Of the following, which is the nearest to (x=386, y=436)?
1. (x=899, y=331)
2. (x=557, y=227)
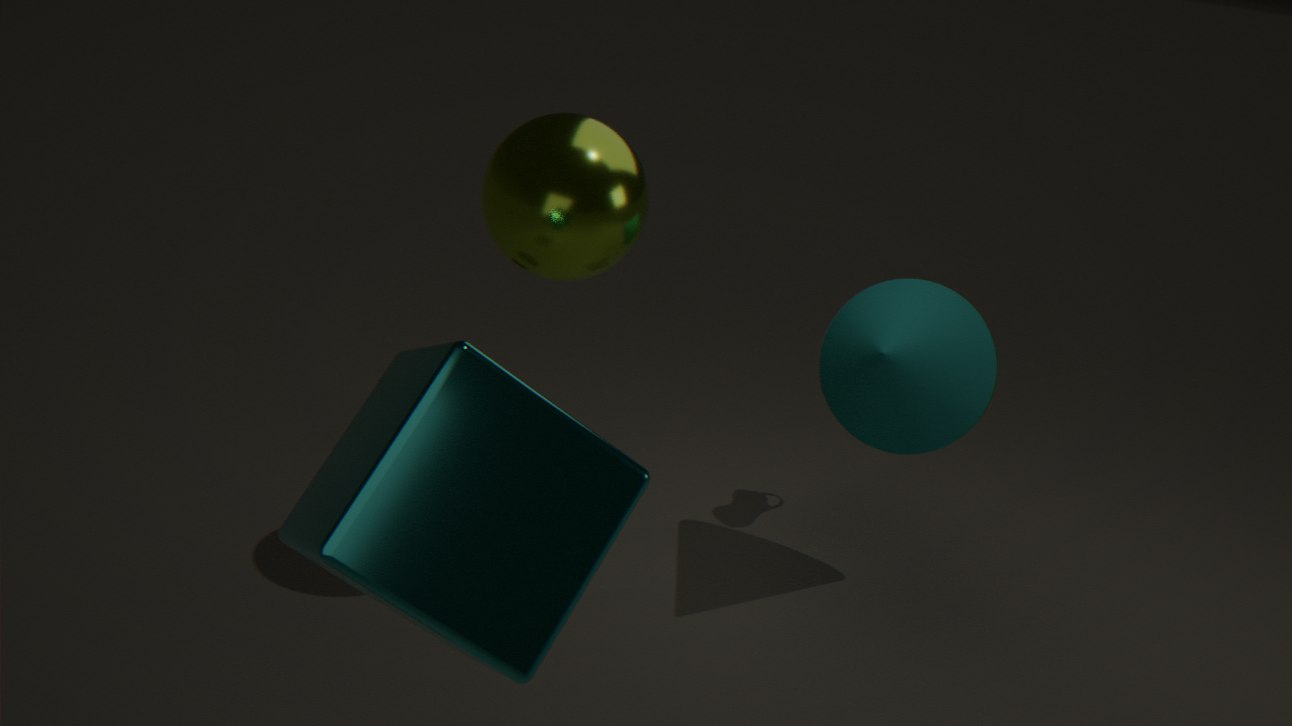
(x=557, y=227)
